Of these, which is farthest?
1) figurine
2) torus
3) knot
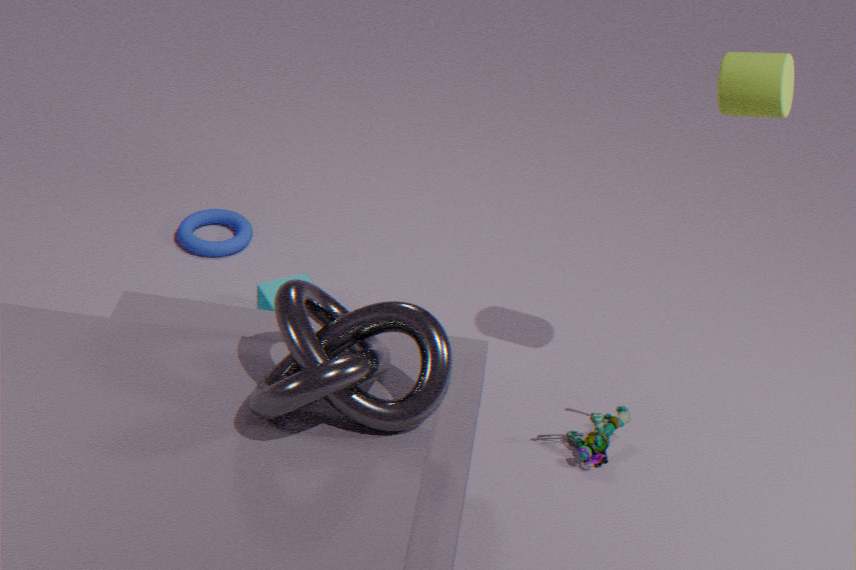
2. torus
